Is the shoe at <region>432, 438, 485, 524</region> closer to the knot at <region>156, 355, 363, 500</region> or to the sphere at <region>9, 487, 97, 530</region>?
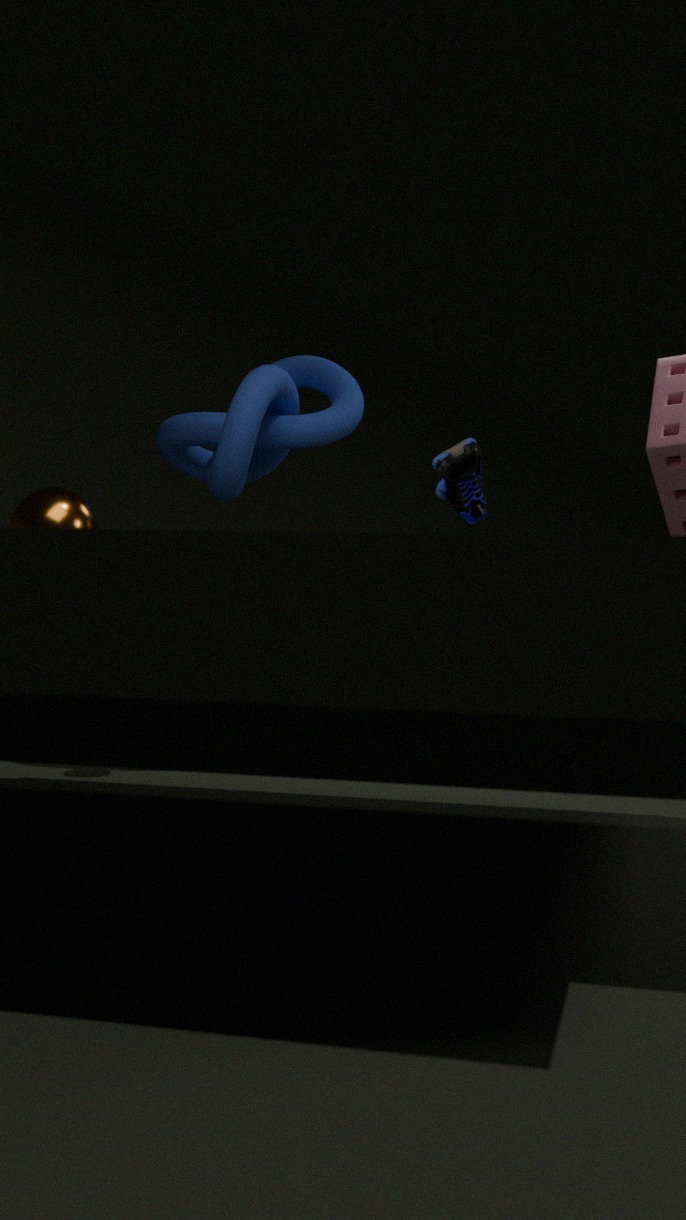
the knot at <region>156, 355, 363, 500</region>
